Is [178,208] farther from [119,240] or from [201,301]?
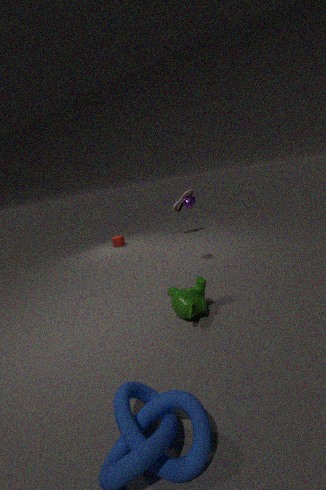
[201,301]
